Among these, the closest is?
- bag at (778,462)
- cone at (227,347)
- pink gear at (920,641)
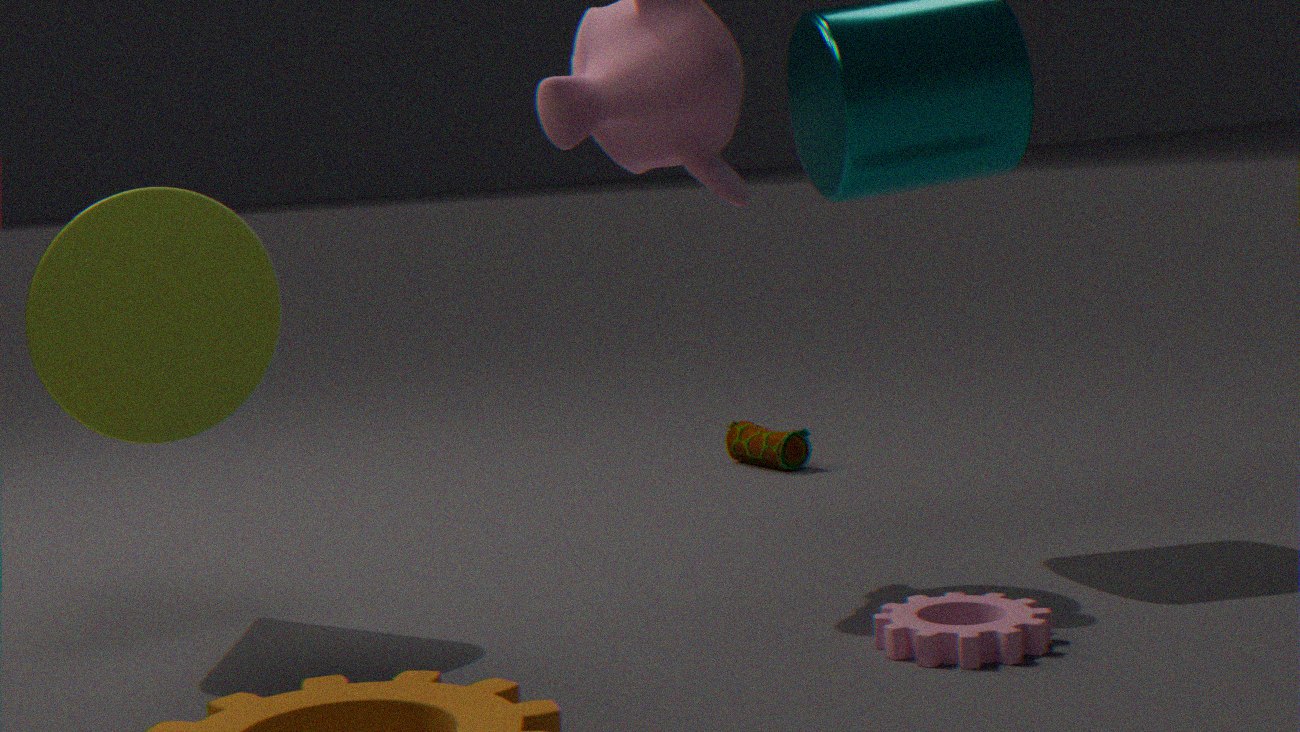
pink gear at (920,641)
